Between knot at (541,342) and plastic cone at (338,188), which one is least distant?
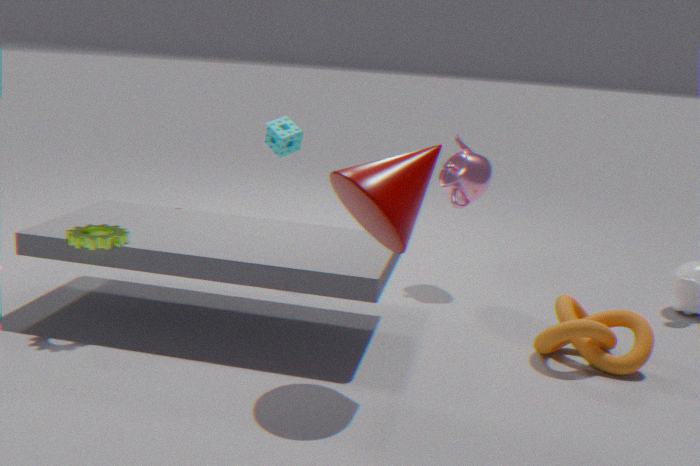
plastic cone at (338,188)
